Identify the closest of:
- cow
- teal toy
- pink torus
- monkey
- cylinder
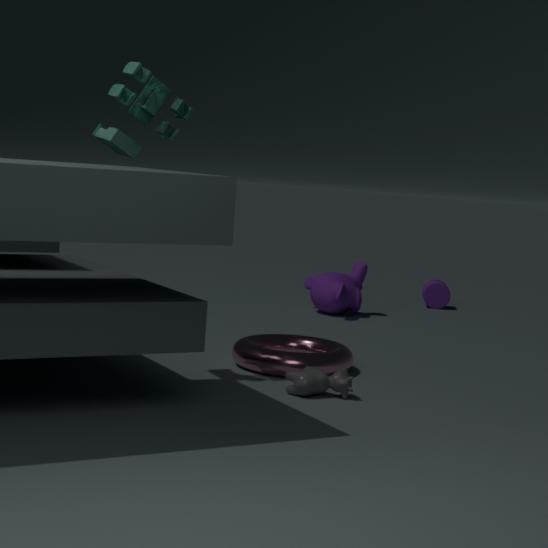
teal toy
